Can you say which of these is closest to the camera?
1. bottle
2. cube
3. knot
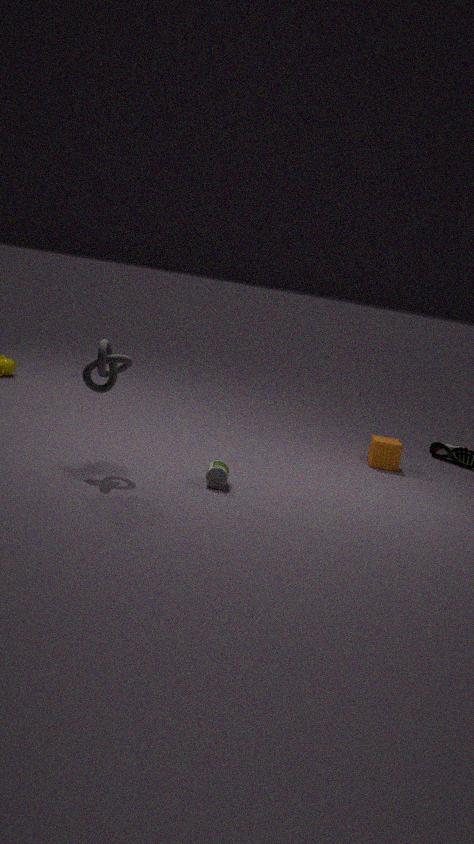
knot
